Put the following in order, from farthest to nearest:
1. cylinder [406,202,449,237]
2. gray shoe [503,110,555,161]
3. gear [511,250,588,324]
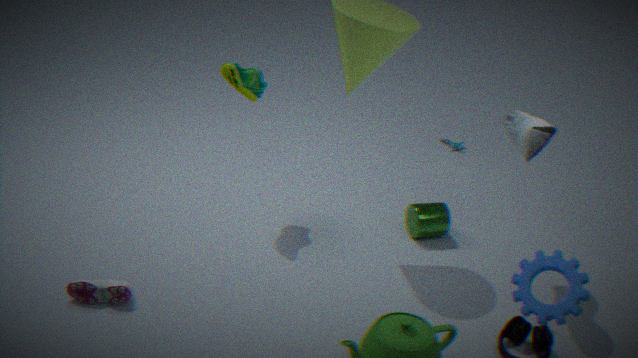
cylinder [406,202,449,237] → gray shoe [503,110,555,161] → gear [511,250,588,324]
